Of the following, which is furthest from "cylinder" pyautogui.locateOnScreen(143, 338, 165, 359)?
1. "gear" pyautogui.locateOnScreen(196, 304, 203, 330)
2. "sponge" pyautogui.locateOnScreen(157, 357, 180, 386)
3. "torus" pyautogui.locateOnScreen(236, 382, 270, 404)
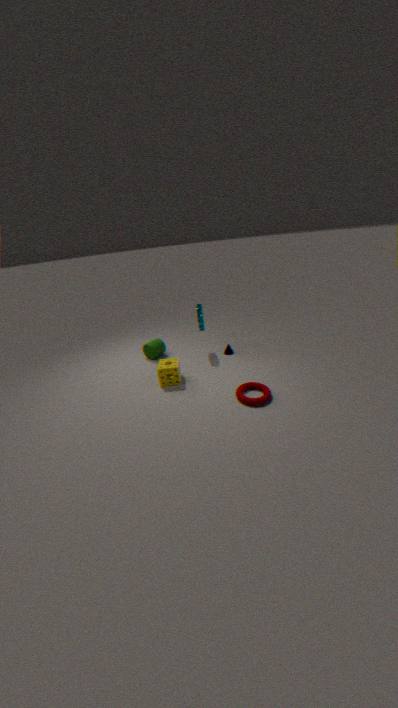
"torus" pyautogui.locateOnScreen(236, 382, 270, 404)
